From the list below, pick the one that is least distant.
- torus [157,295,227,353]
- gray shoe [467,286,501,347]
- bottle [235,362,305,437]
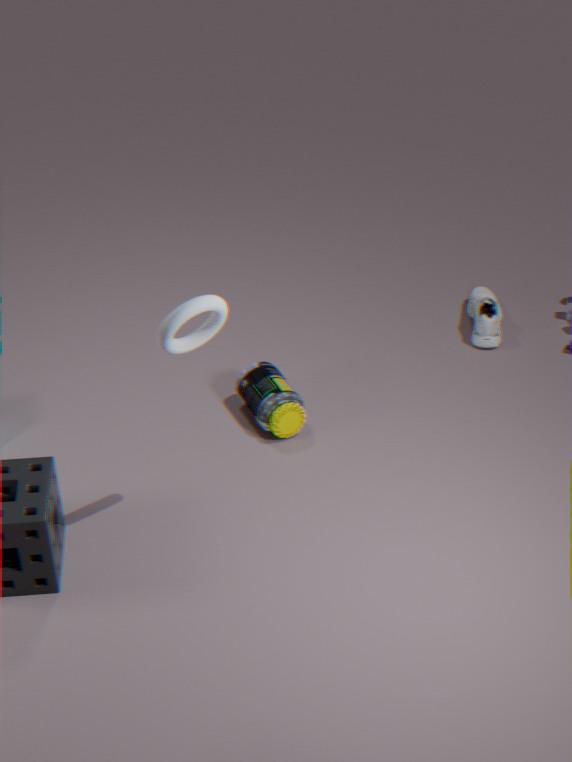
torus [157,295,227,353]
